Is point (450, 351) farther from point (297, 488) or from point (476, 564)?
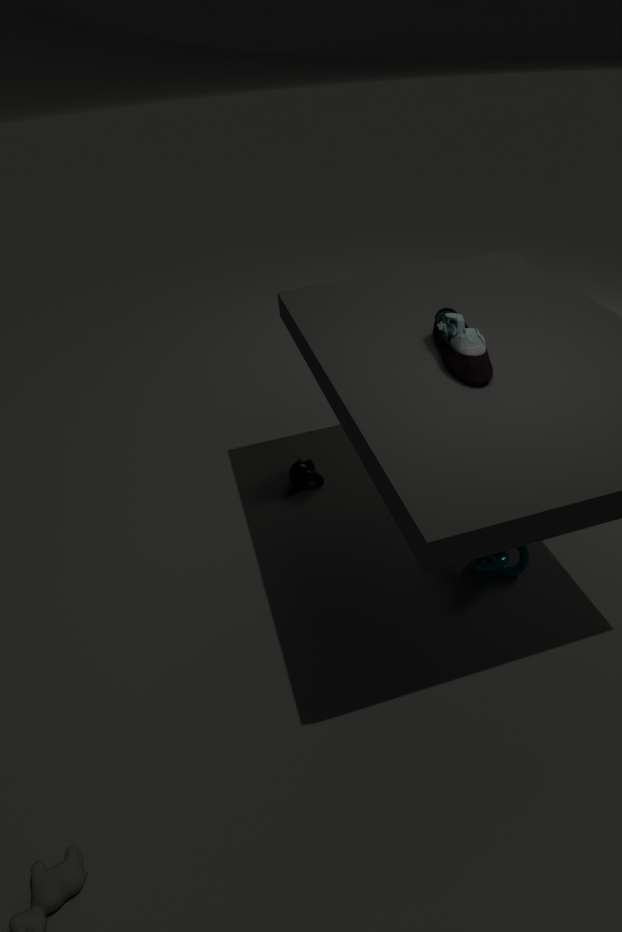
point (297, 488)
